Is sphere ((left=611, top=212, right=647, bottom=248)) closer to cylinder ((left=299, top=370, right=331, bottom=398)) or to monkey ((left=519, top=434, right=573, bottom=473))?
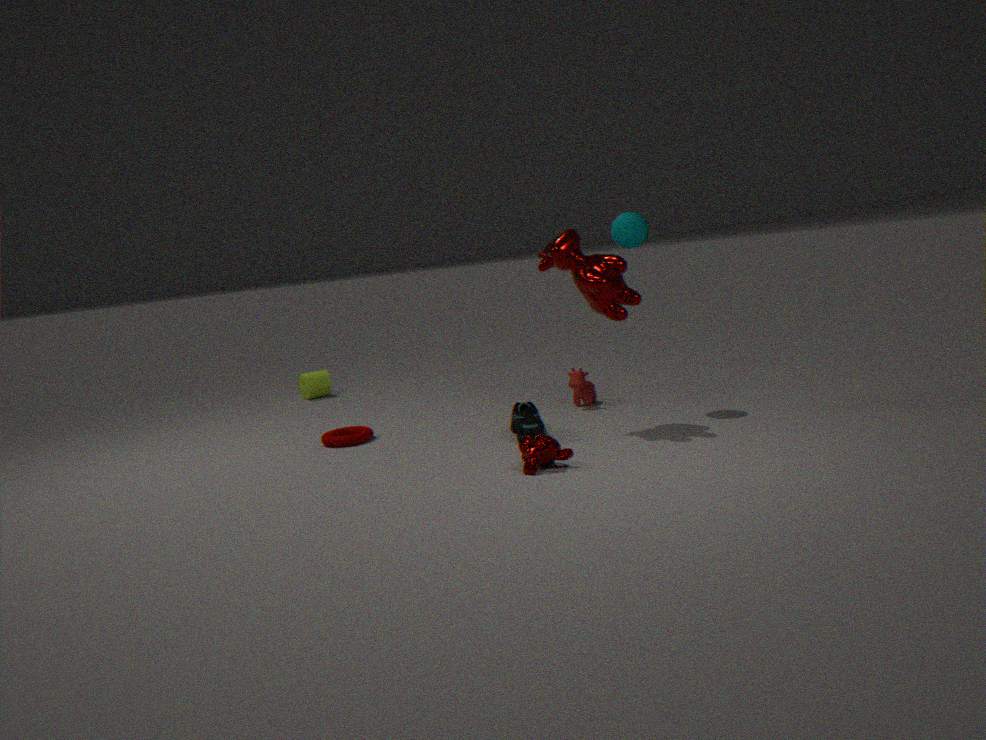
monkey ((left=519, top=434, right=573, bottom=473))
